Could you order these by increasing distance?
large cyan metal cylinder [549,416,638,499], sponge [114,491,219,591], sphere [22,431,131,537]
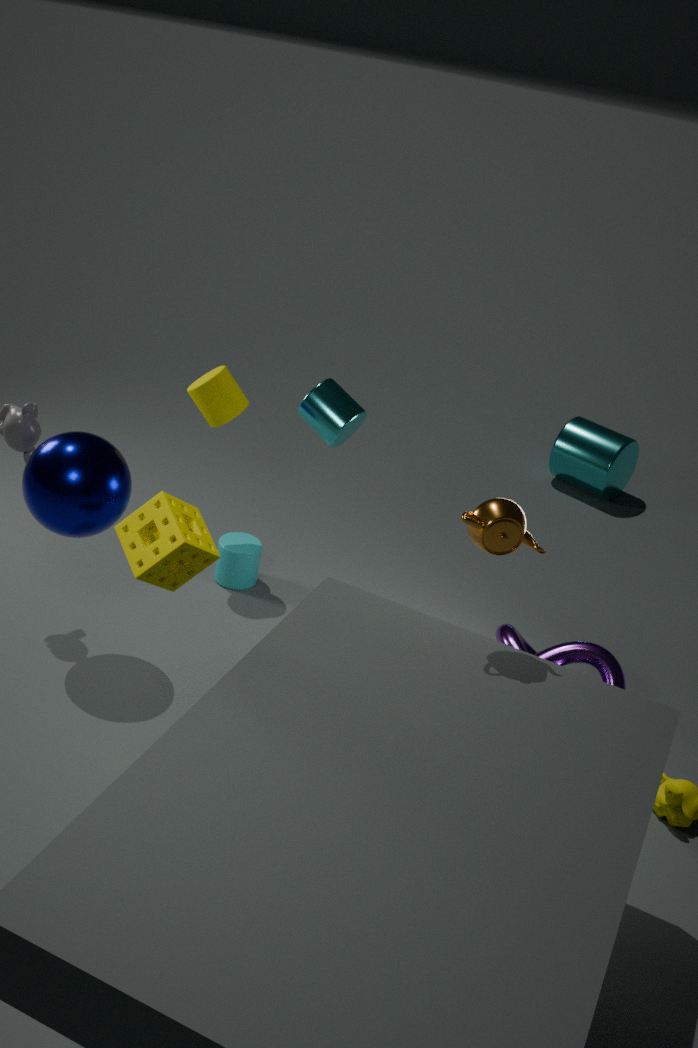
1. sponge [114,491,219,591]
2. sphere [22,431,131,537]
3. large cyan metal cylinder [549,416,638,499]
